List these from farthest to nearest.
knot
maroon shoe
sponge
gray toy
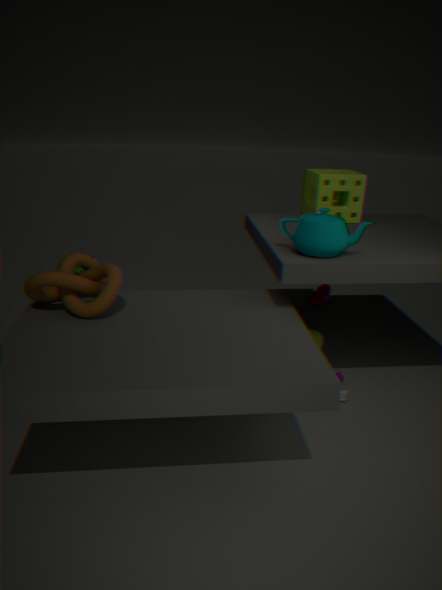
maroon shoe, sponge, gray toy, knot
